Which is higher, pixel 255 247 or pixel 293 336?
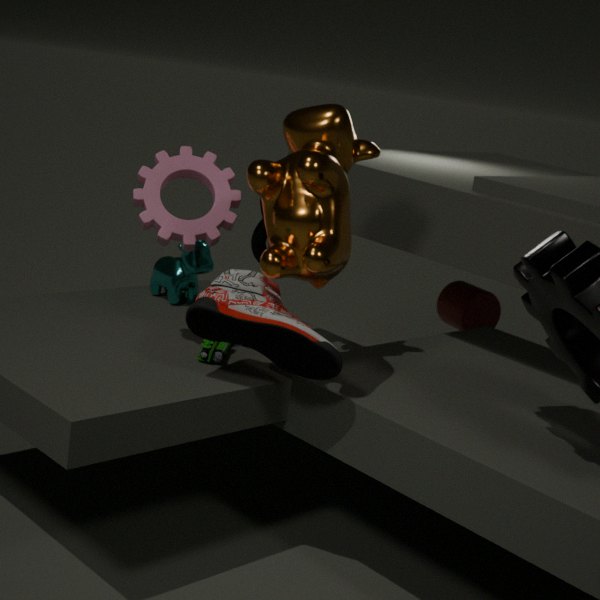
pixel 255 247
